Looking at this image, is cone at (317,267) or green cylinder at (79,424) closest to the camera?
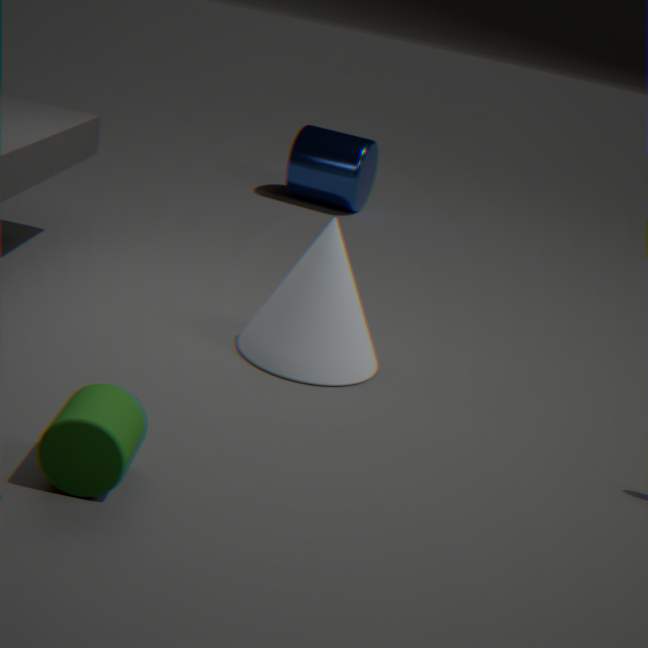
green cylinder at (79,424)
